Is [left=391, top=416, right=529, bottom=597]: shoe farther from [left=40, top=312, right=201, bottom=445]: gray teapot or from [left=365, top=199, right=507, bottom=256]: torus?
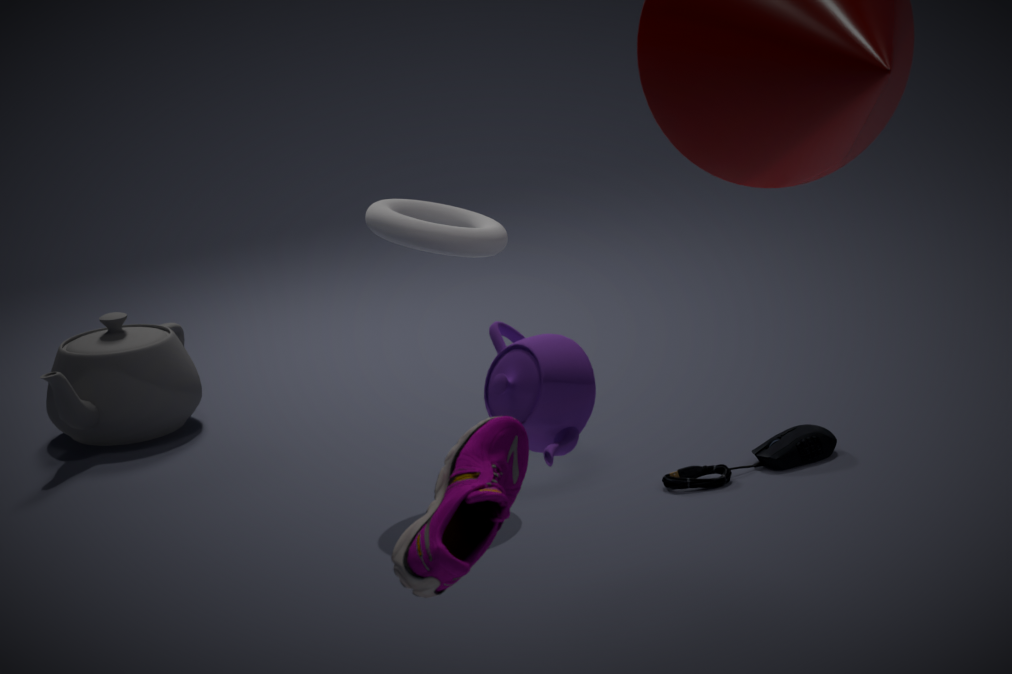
[left=40, top=312, right=201, bottom=445]: gray teapot
